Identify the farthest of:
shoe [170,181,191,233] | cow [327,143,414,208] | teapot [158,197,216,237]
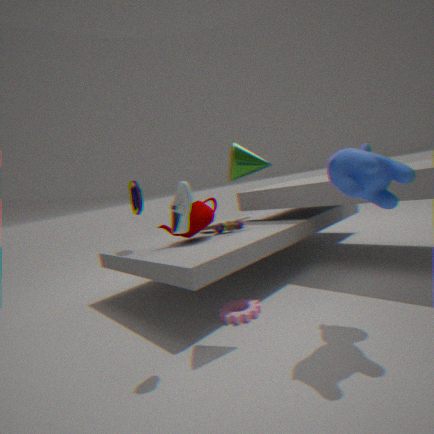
teapot [158,197,216,237]
